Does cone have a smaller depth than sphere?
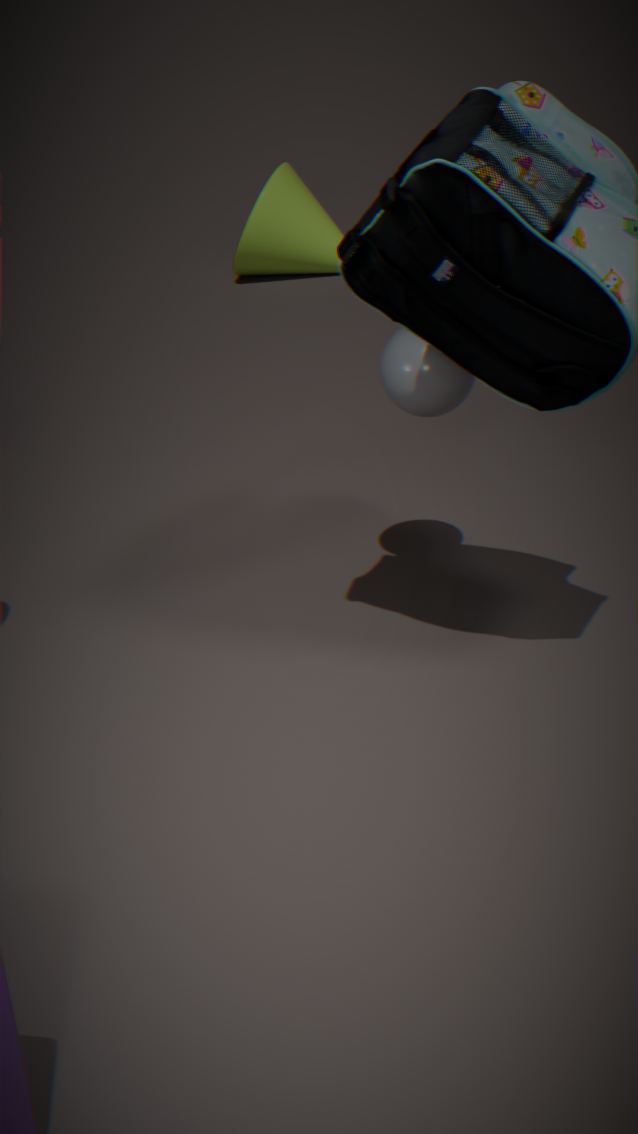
No
